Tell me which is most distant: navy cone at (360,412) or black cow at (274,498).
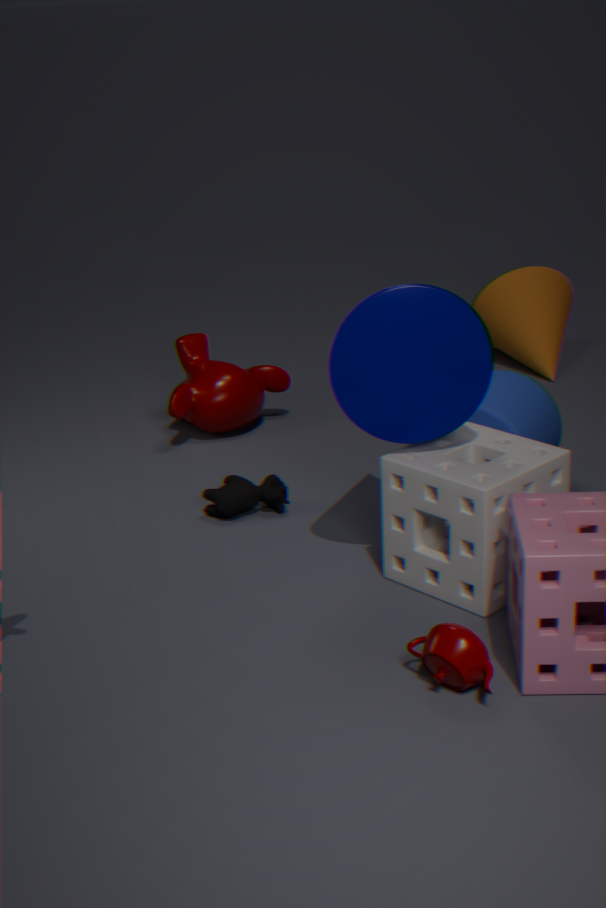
black cow at (274,498)
